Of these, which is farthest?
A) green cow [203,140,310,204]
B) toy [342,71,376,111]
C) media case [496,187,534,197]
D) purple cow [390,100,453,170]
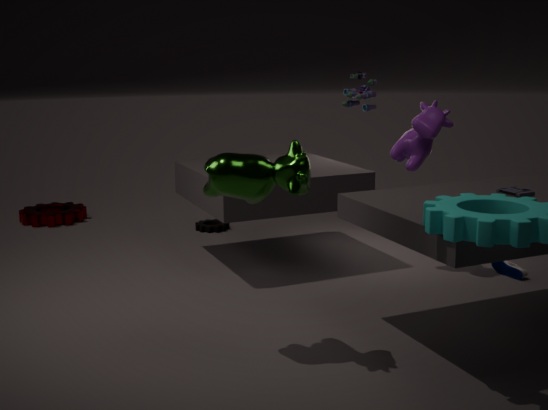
toy [342,71,376,111]
